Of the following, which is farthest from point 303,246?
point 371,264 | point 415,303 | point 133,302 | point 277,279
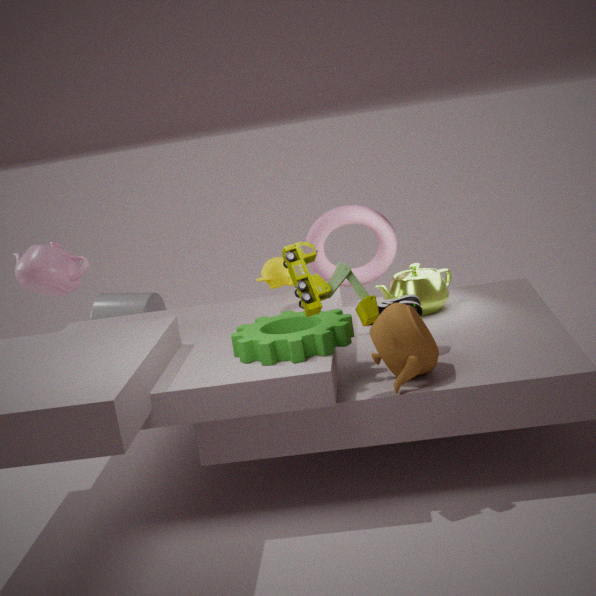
point 133,302
